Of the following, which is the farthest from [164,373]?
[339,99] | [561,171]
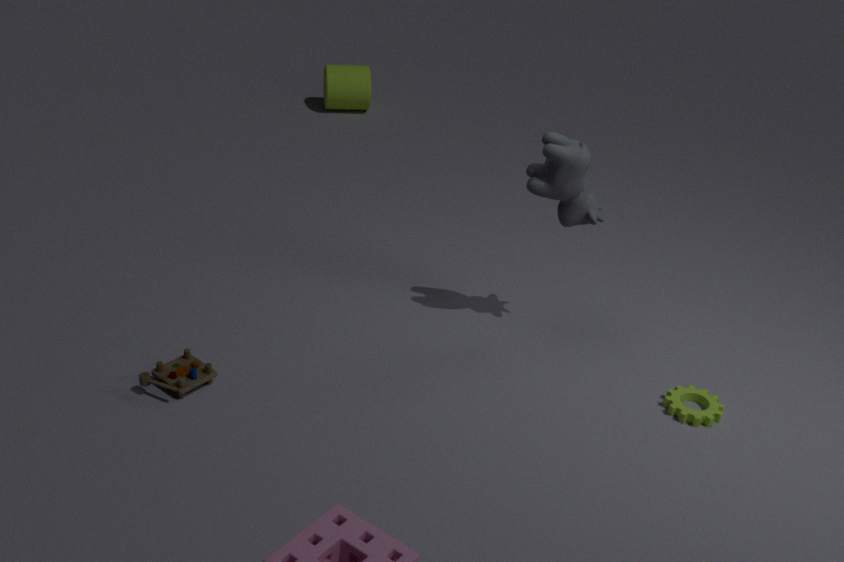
[339,99]
